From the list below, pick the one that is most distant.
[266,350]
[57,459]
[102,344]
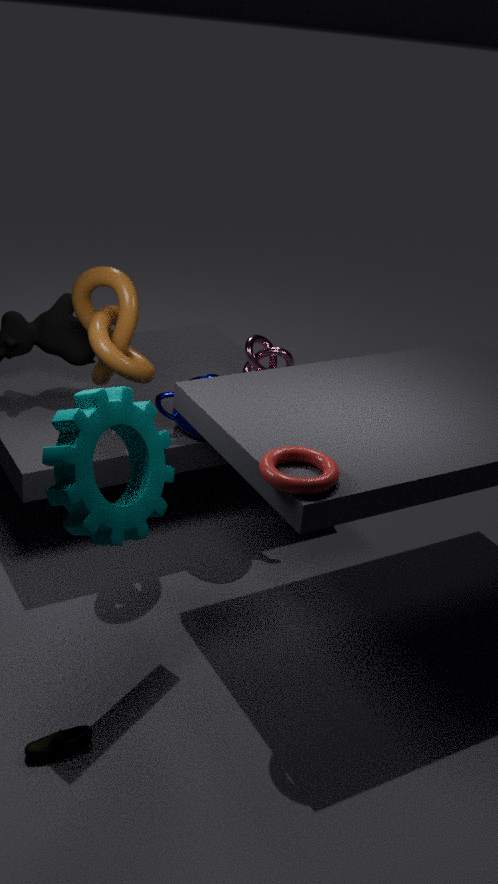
[266,350]
